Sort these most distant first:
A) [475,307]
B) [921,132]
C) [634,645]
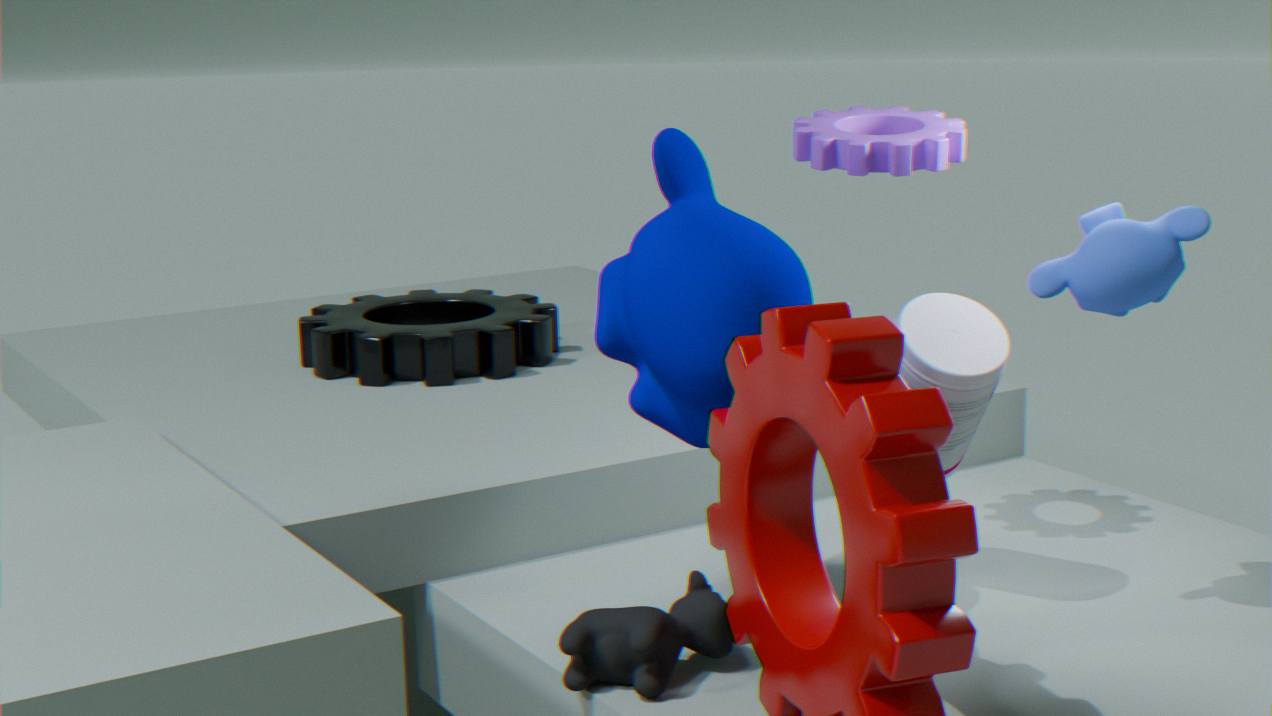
[475,307], [921,132], [634,645]
